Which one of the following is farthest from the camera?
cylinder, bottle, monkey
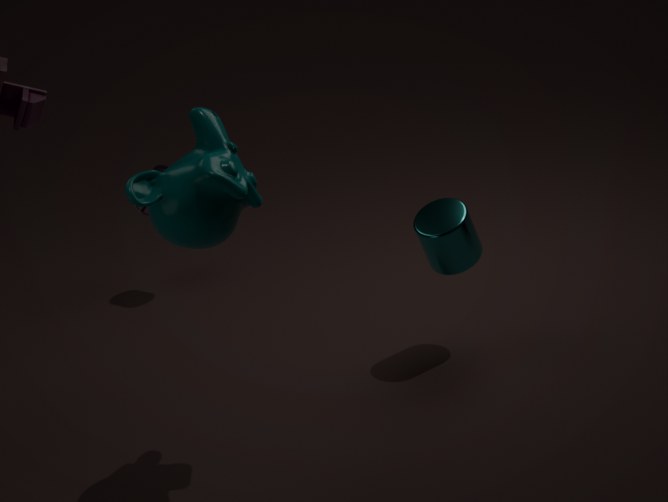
bottle
